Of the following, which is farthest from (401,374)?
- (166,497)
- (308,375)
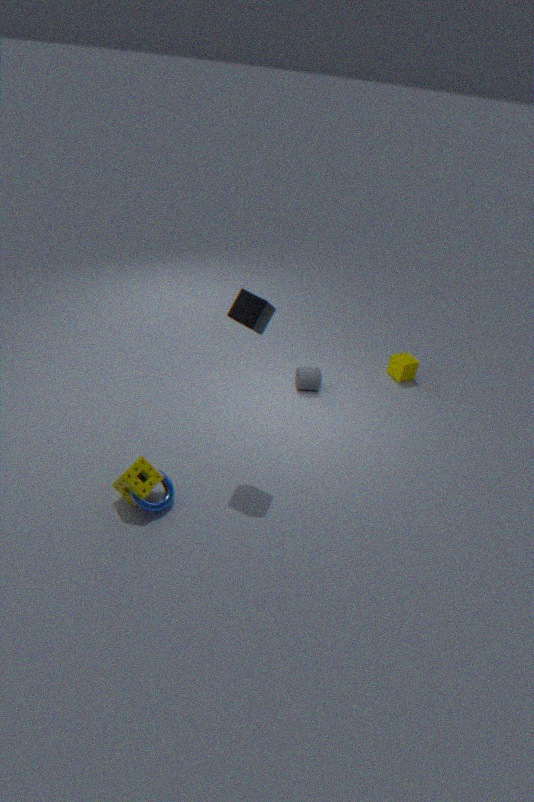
(166,497)
